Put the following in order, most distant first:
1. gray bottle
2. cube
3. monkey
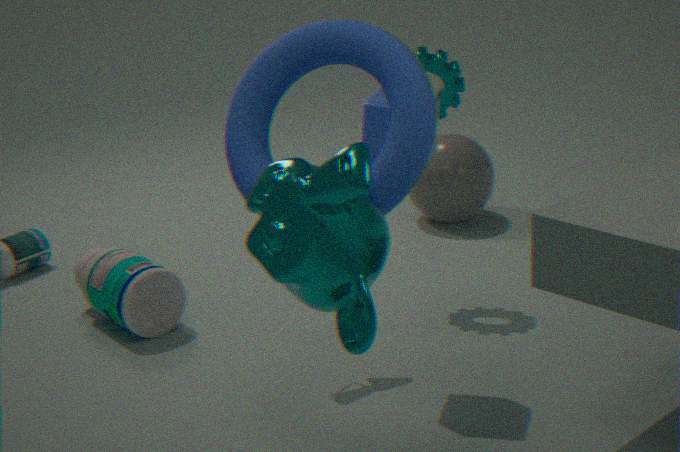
gray bottle, cube, monkey
